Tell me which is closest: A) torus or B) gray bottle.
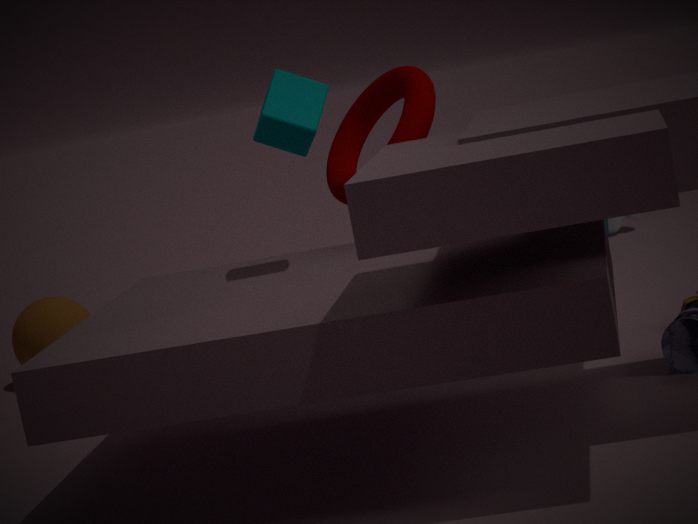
A. torus
